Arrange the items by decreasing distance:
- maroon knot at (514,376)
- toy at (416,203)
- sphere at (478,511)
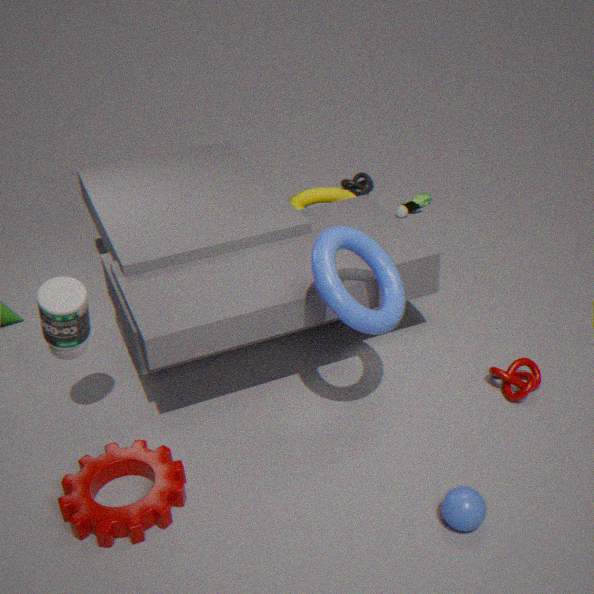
toy at (416,203)
maroon knot at (514,376)
sphere at (478,511)
